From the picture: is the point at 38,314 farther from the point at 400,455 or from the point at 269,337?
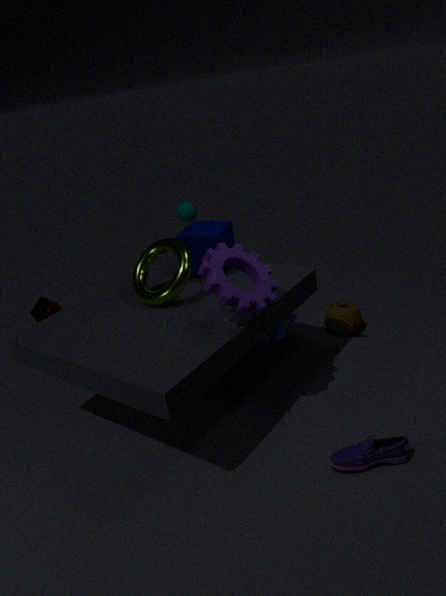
the point at 400,455
